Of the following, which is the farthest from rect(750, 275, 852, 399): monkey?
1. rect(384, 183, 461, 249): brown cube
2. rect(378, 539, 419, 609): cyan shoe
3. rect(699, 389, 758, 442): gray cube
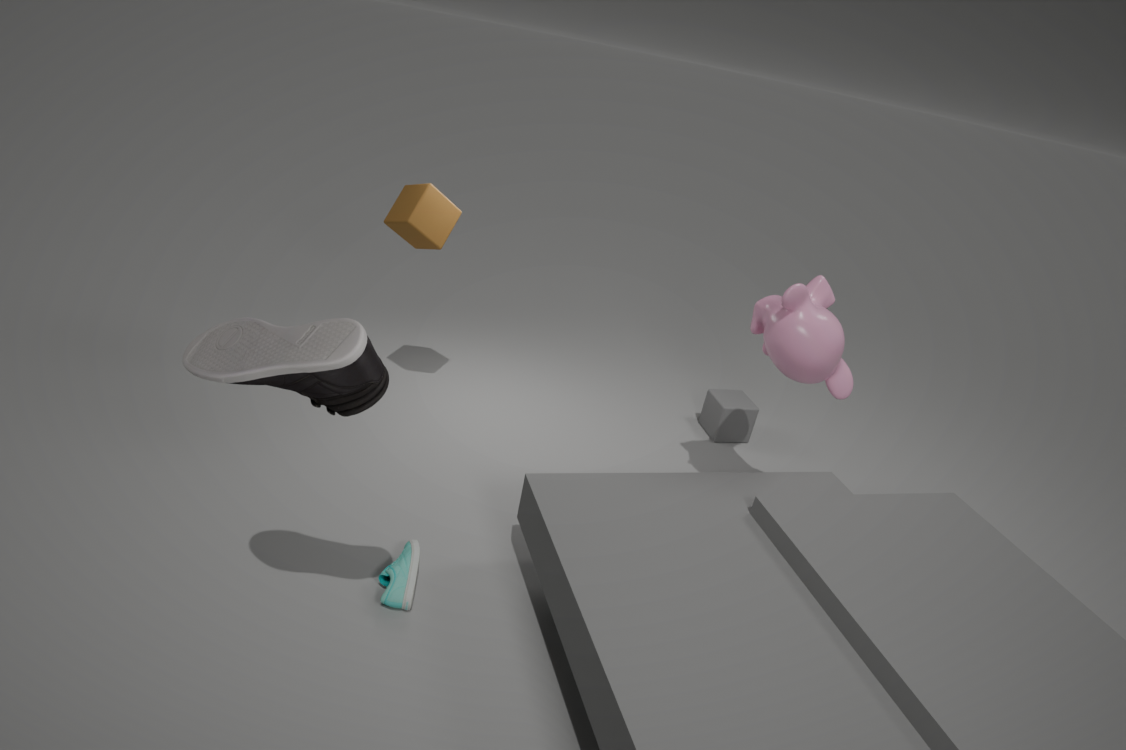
rect(378, 539, 419, 609): cyan shoe
